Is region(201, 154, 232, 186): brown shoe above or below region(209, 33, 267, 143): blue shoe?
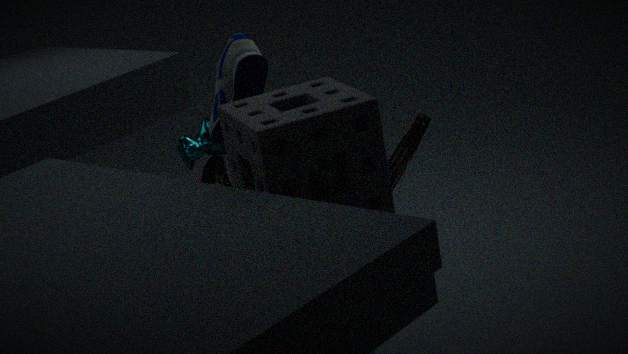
below
